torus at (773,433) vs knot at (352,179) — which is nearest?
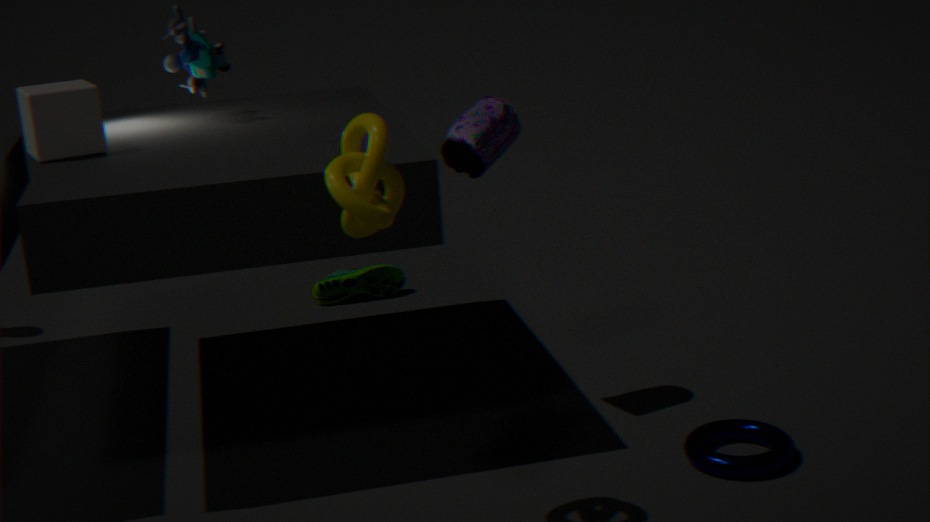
knot at (352,179)
